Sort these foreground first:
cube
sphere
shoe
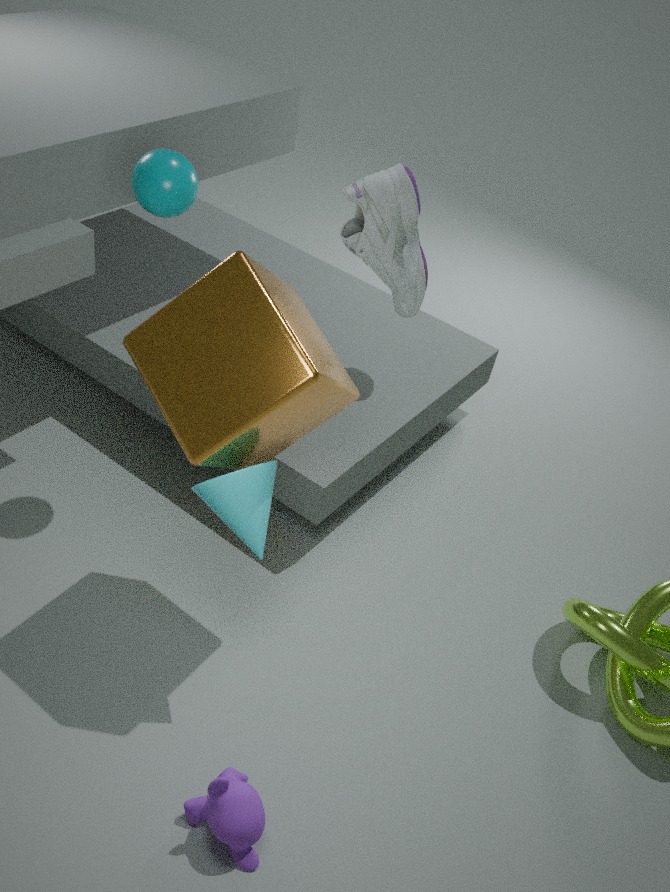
1. cube
2. sphere
3. shoe
